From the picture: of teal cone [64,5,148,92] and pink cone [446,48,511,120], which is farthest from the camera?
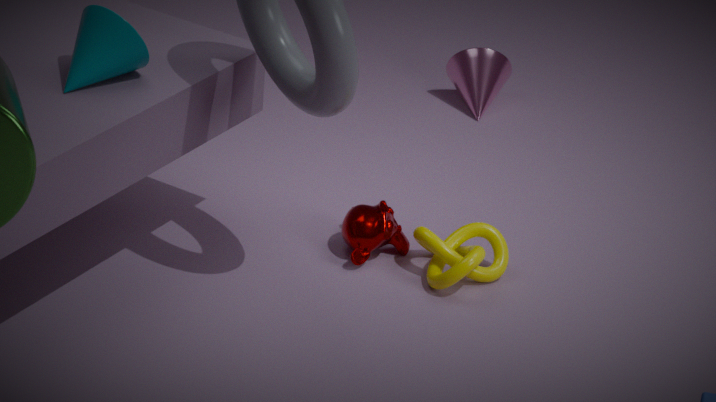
pink cone [446,48,511,120]
